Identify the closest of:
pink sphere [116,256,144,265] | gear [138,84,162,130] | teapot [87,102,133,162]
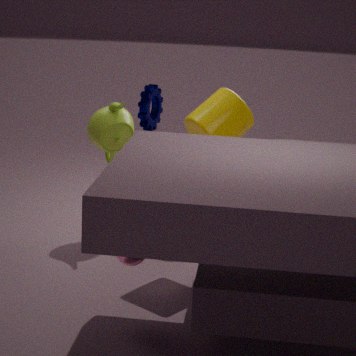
pink sphere [116,256,144,265]
